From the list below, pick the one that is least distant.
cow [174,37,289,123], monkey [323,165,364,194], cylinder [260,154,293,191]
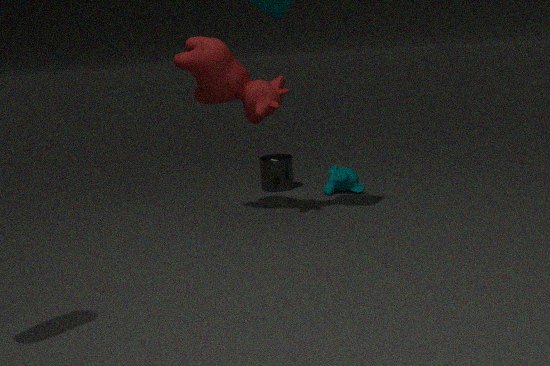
cow [174,37,289,123]
